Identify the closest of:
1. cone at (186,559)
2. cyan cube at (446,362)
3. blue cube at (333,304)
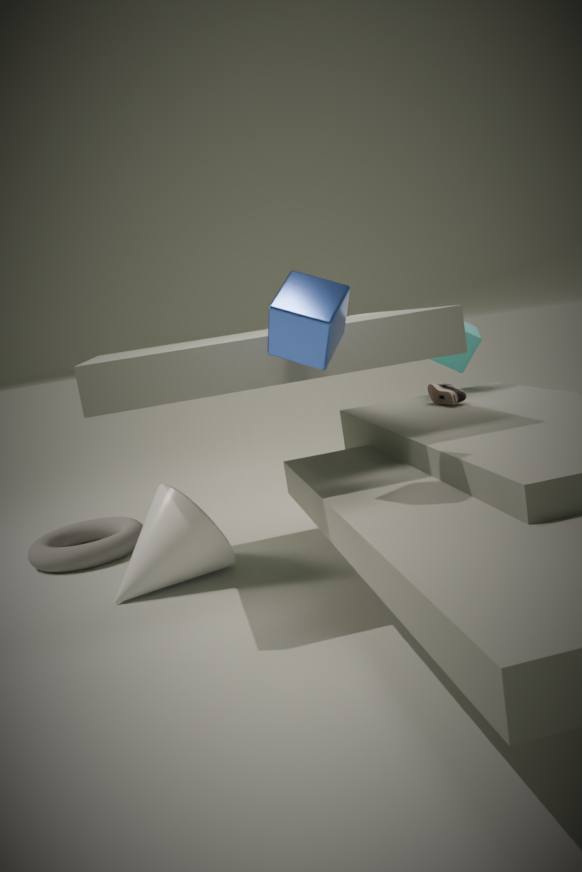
blue cube at (333,304)
